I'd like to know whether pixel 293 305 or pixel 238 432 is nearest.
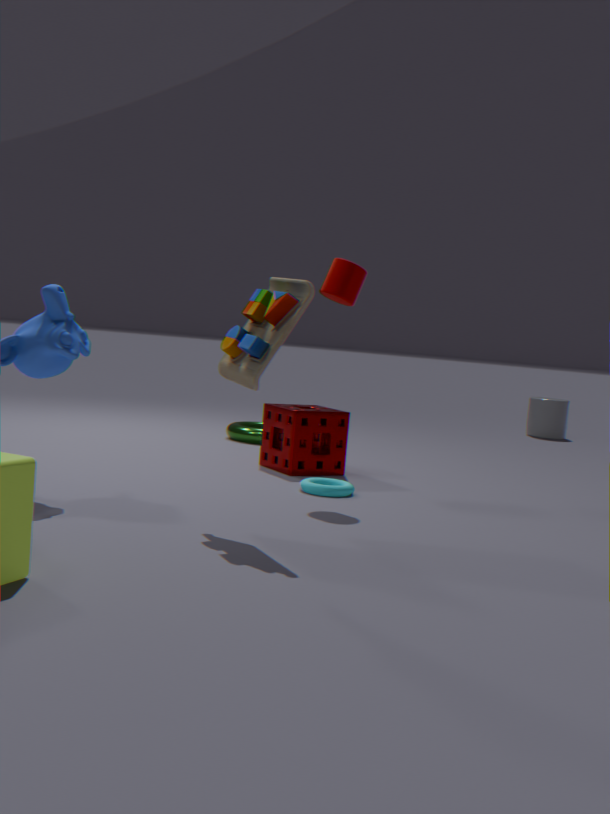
pixel 293 305
